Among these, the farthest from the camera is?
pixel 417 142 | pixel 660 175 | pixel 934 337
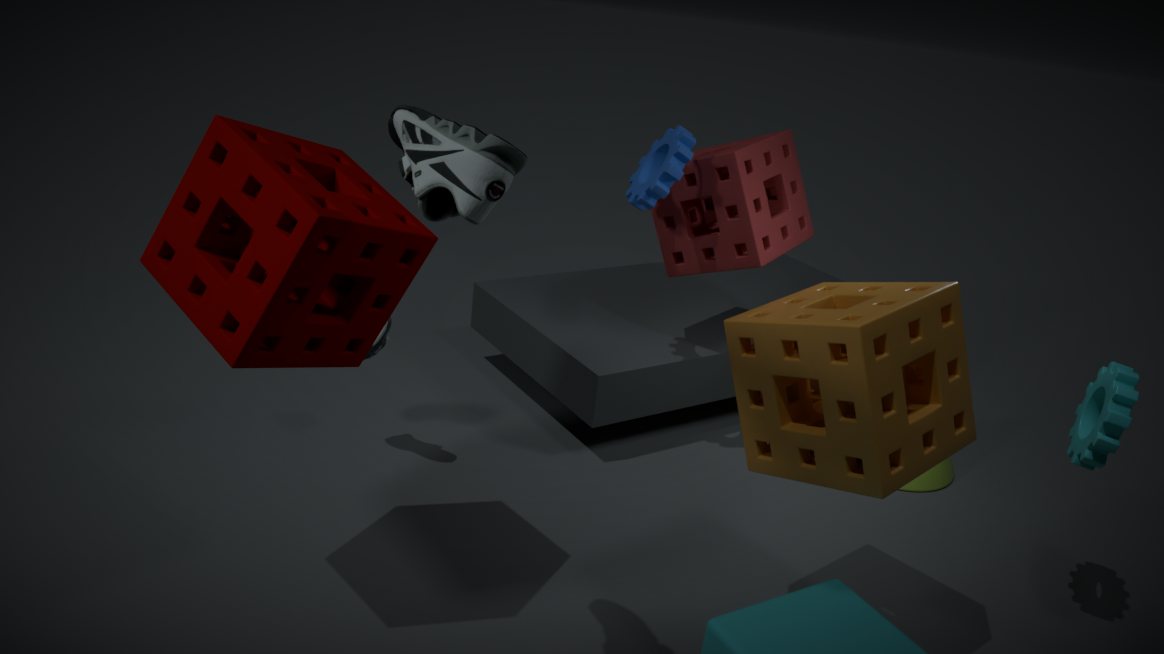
pixel 660 175
